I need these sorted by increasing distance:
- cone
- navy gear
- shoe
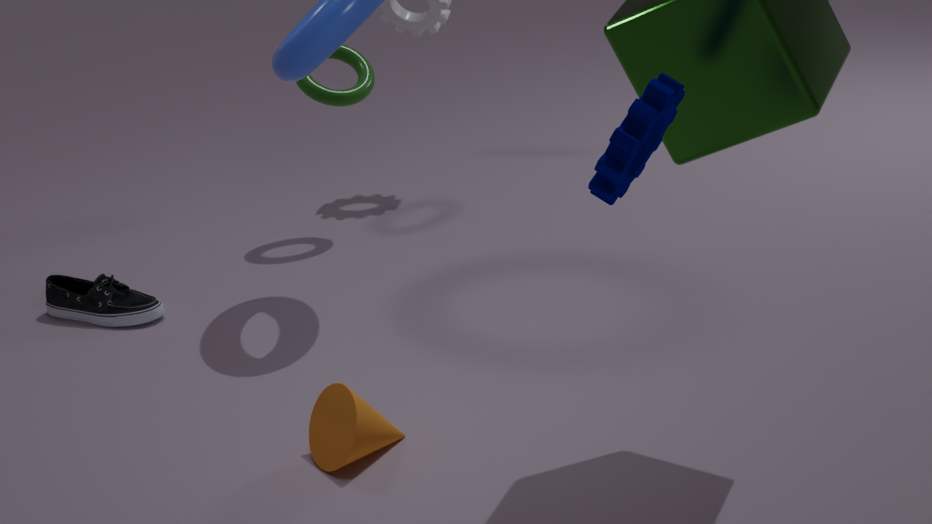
navy gear < cone < shoe
